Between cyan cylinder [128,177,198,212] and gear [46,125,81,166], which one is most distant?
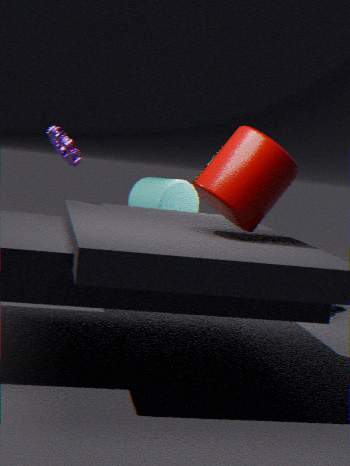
cyan cylinder [128,177,198,212]
